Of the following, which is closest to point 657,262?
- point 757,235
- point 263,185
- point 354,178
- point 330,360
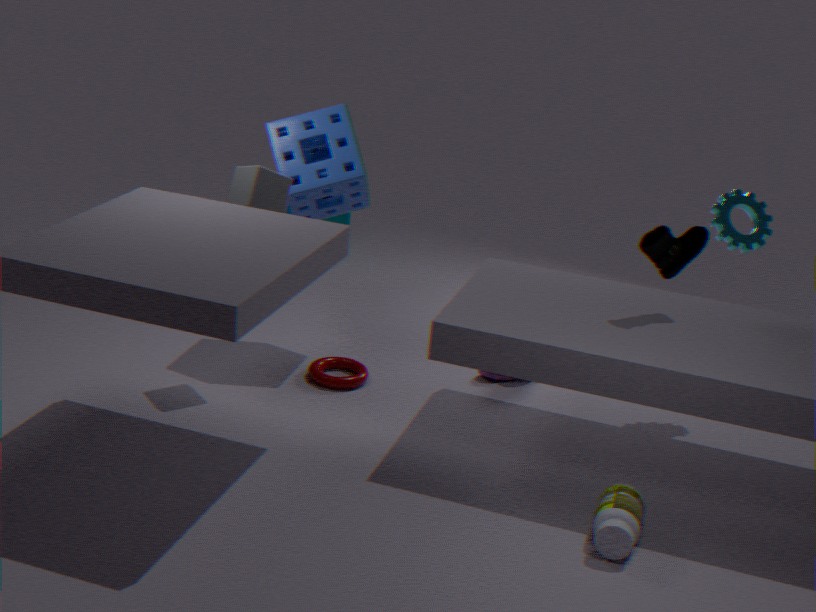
point 757,235
